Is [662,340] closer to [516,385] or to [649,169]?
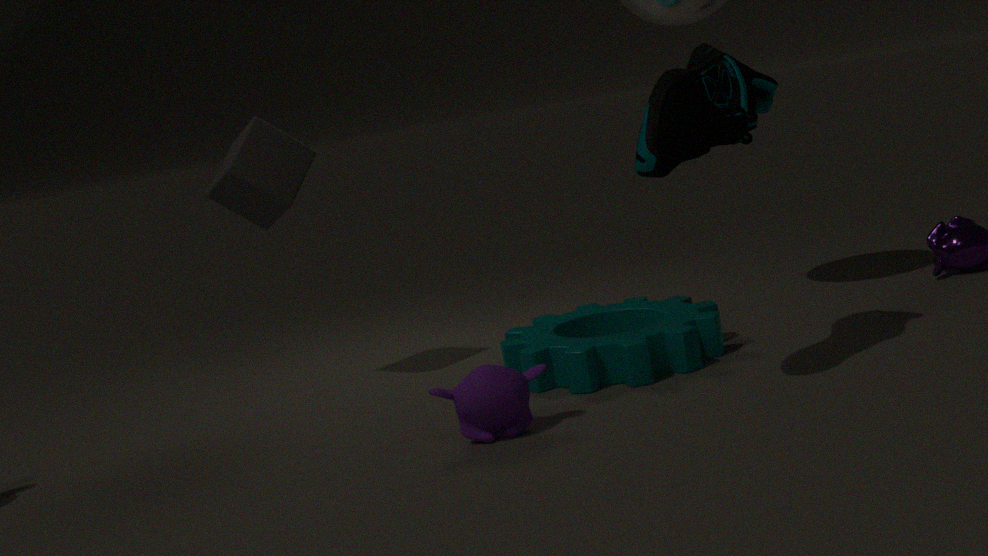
[516,385]
